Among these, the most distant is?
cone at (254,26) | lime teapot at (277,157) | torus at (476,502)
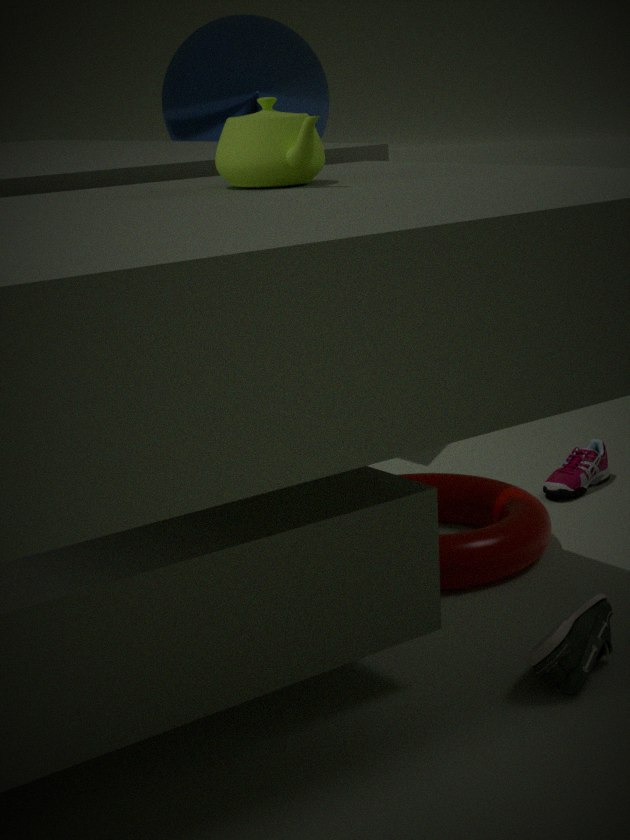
cone at (254,26)
